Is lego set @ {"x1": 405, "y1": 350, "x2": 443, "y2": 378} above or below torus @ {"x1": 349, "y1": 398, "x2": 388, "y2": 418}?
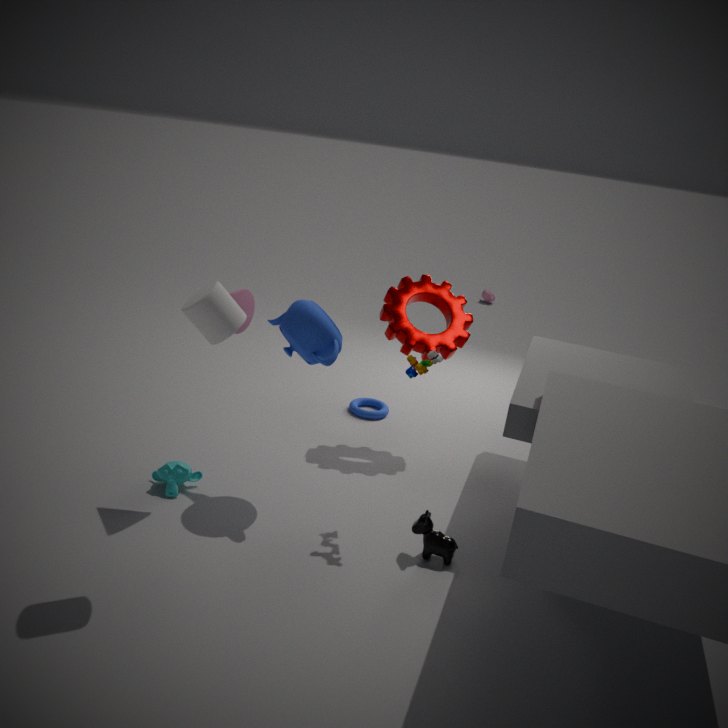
above
